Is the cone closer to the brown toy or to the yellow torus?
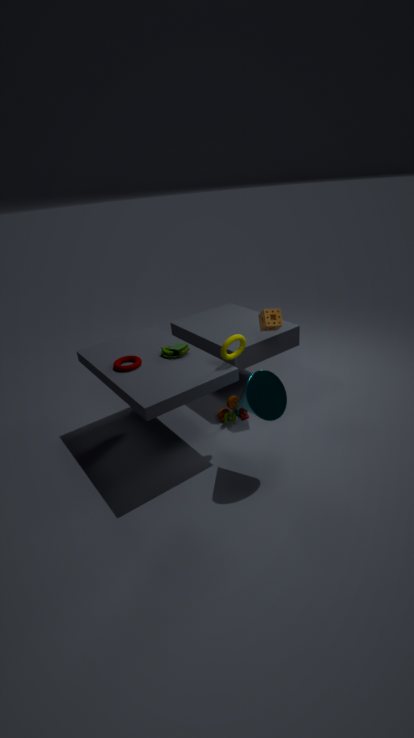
the yellow torus
